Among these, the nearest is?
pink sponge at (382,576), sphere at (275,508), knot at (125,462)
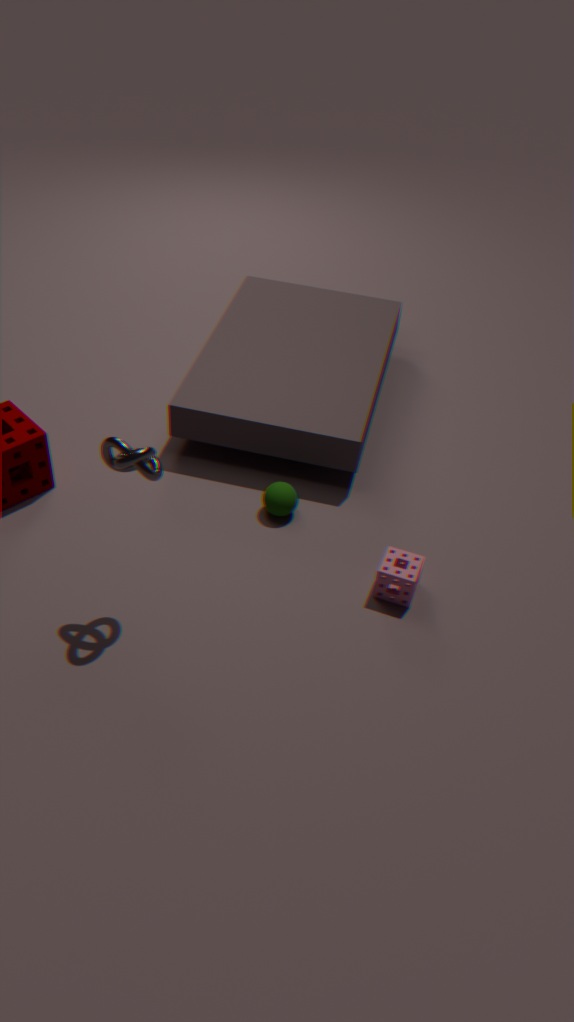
knot at (125,462)
